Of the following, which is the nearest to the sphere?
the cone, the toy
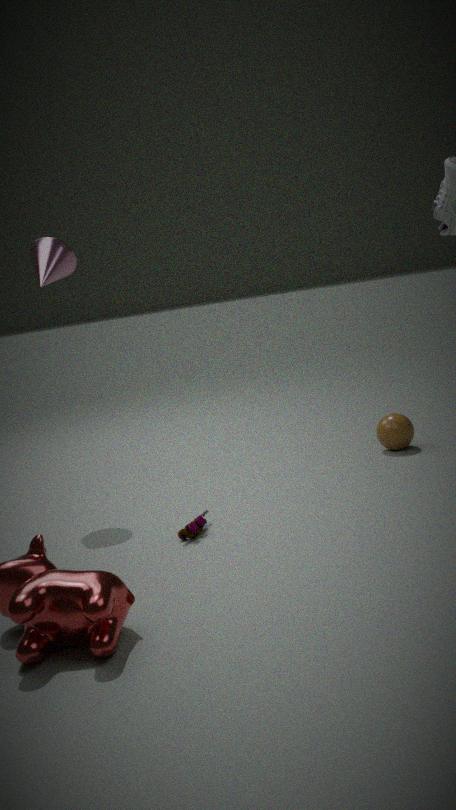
the toy
